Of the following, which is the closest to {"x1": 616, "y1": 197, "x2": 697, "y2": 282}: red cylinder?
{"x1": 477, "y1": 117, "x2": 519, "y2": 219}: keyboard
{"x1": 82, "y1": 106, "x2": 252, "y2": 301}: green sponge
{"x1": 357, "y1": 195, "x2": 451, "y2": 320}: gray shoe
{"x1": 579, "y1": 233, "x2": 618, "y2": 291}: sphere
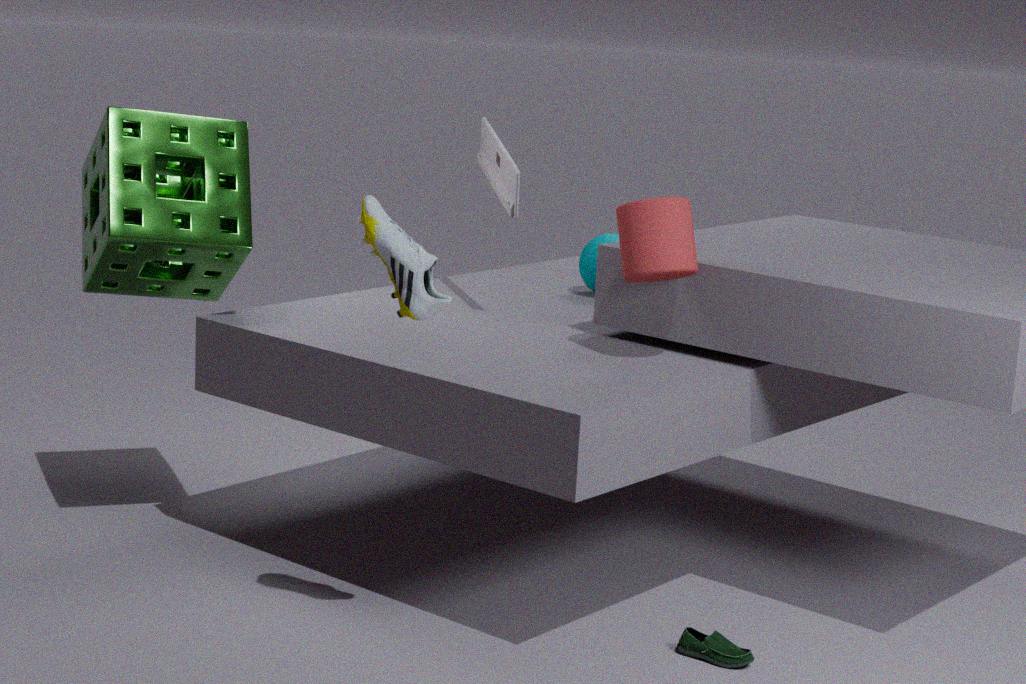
{"x1": 477, "y1": 117, "x2": 519, "y2": 219}: keyboard
